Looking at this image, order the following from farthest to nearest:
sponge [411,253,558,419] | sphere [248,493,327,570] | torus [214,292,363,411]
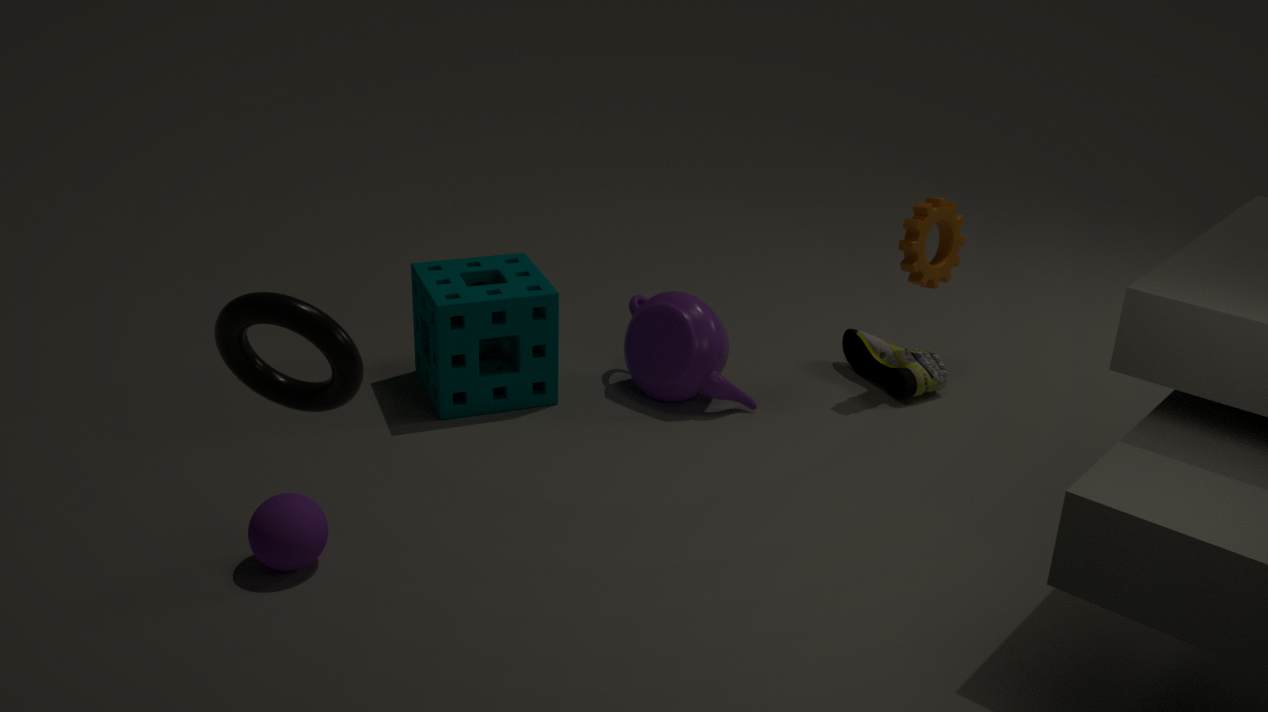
sponge [411,253,558,419] < sphere [248,493,327,570] < torus [214,292,363,411]
